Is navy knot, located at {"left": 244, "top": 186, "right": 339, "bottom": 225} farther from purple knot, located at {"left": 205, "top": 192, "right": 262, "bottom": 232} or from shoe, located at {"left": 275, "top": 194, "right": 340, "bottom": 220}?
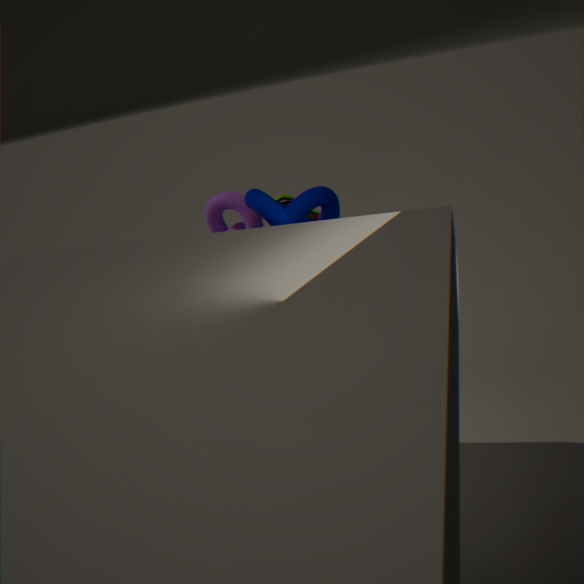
purple knot, located at {"left": 205, "top": 192, "right": 262, "bottom": 232}
